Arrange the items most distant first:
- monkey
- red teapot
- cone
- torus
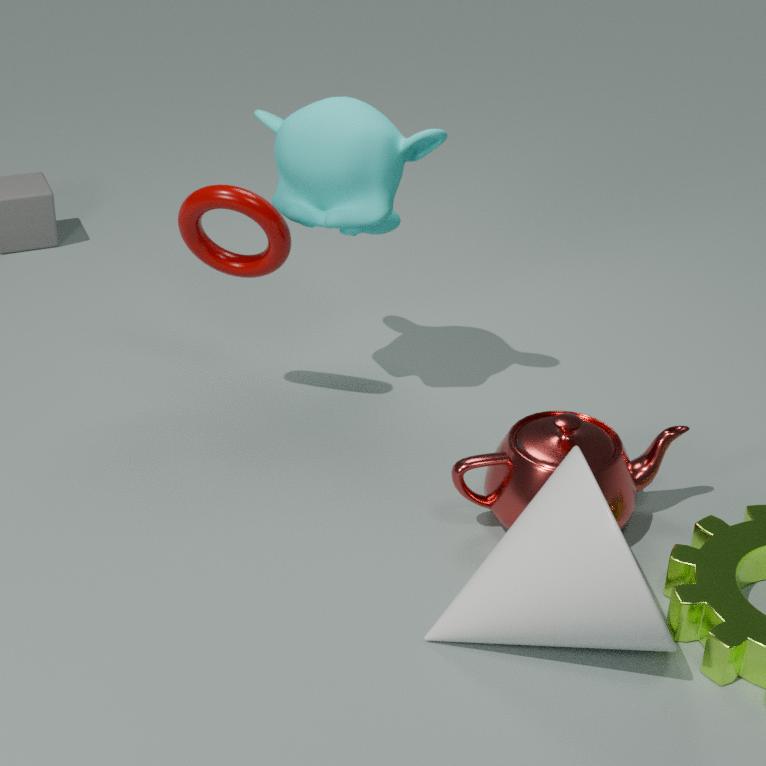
monkey
torus
red teapot
cone
